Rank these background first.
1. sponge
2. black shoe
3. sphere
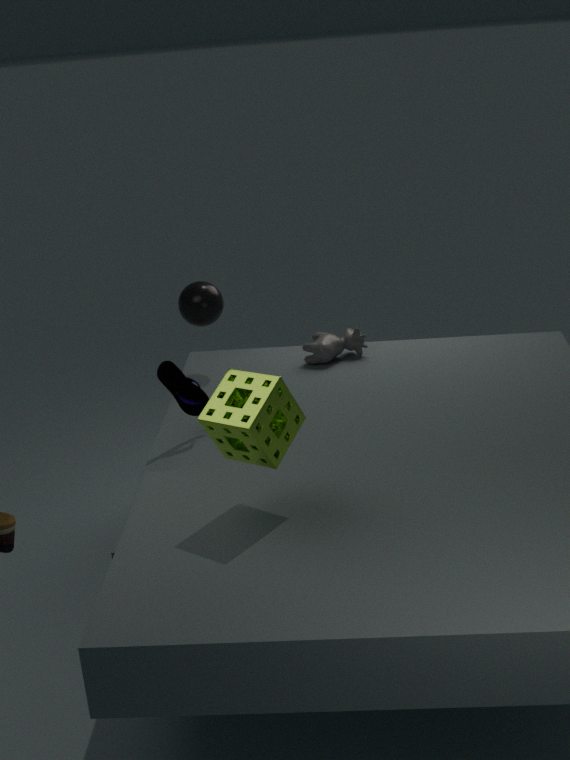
sphere < black shoe < sponge
